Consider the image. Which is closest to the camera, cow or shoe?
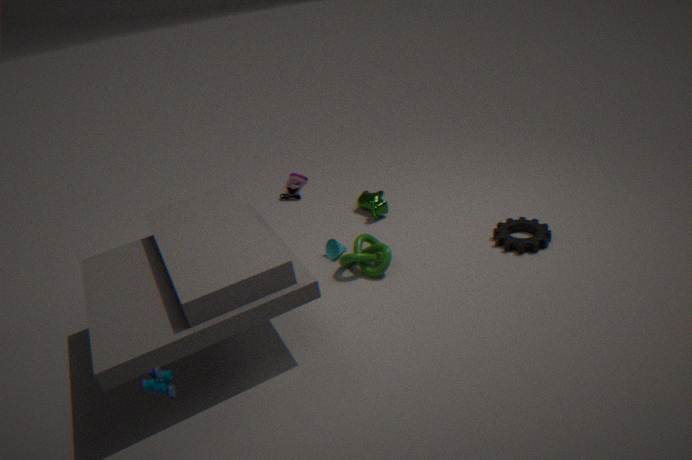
shoe
